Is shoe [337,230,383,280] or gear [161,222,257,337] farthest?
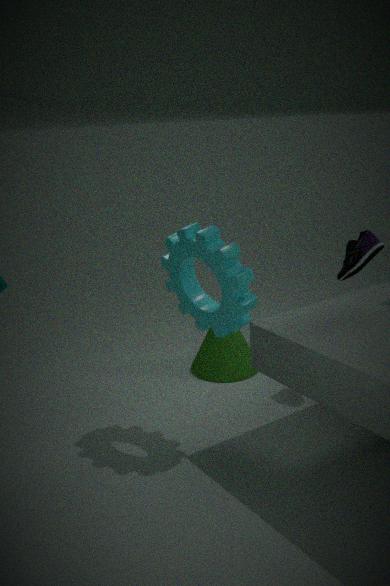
shoe [337,230,383,280]
